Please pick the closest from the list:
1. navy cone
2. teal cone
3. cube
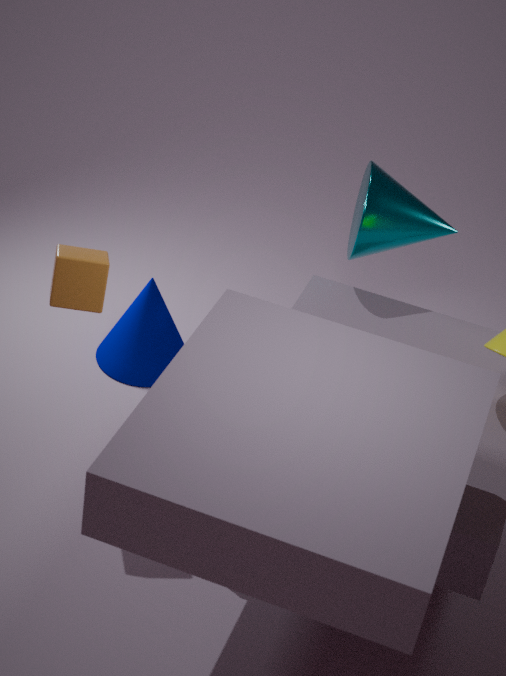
cube
